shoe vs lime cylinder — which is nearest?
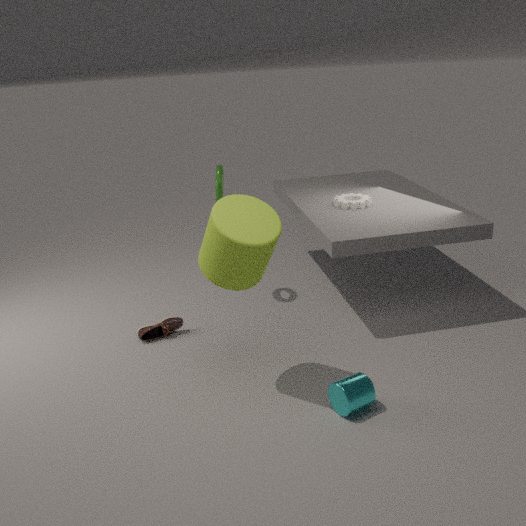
lime cylinder
